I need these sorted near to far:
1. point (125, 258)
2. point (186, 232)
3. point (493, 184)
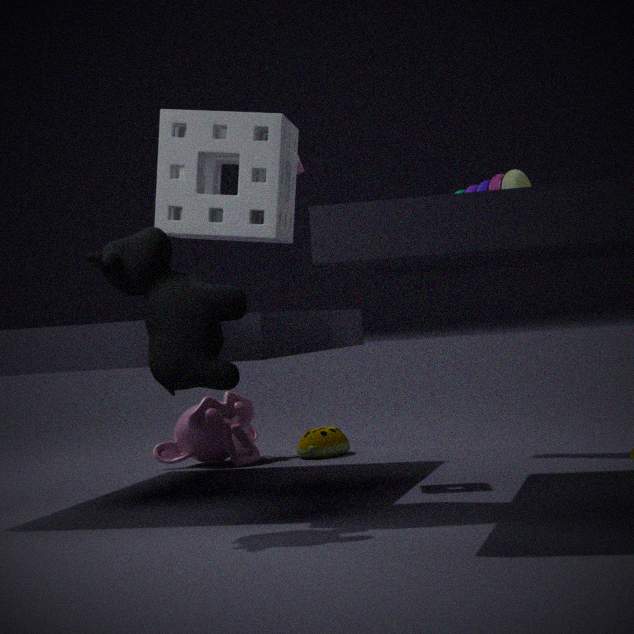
point (125, 258), point (186, 232), point (493, 184)
